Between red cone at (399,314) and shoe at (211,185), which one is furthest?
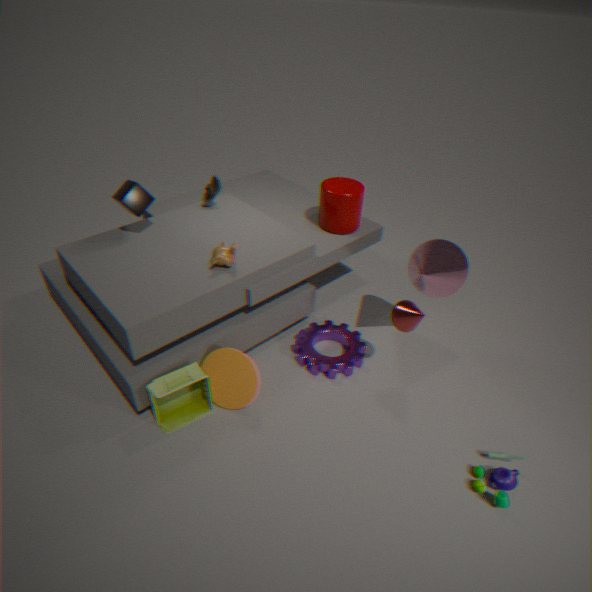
shoe at (211,185)
